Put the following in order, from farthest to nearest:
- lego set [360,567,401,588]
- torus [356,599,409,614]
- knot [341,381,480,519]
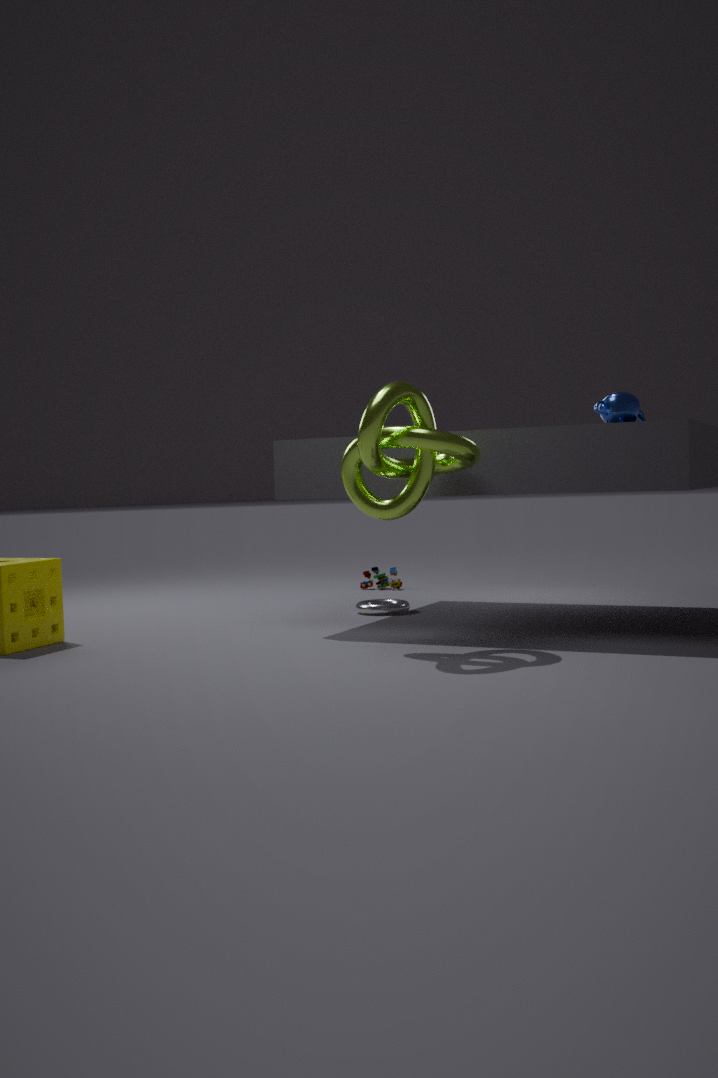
lego set [360,567,401,588]
torus [356,599,409,614]
knot [341,381,480,519]
